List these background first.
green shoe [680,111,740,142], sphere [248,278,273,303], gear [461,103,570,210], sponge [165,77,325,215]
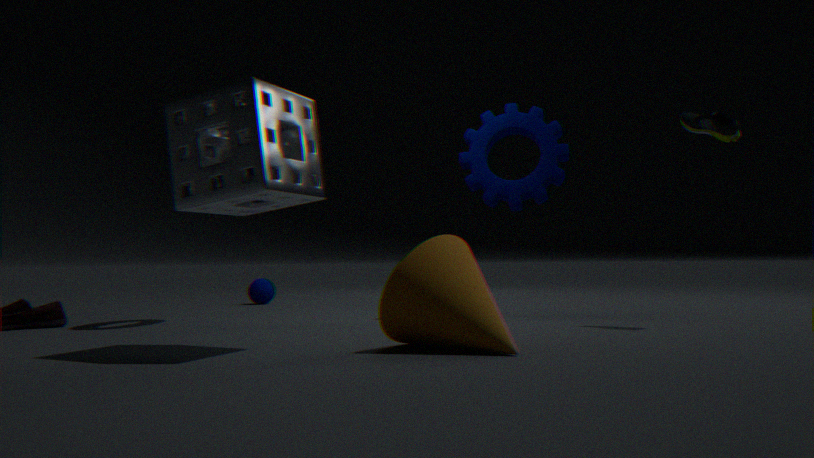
sphere [248,278,273,303]
gear [461,103,570,210]
green shoe [680,111,740,142]
sponge [165,77,325,215]
